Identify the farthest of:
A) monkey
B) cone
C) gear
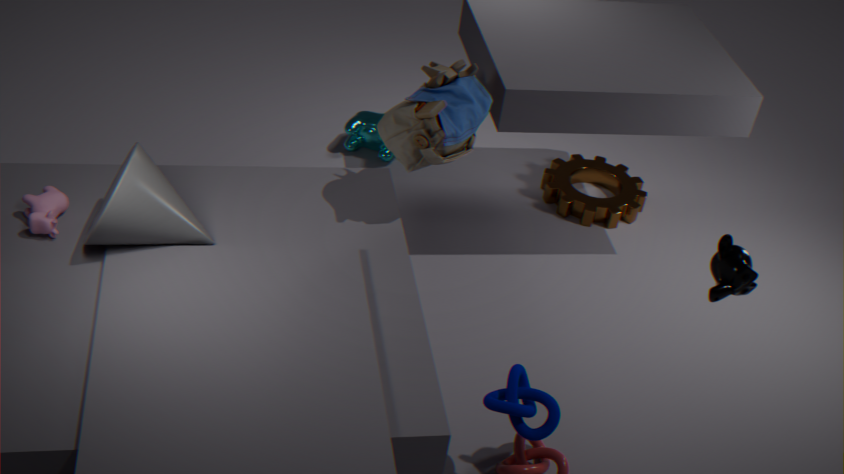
gear
